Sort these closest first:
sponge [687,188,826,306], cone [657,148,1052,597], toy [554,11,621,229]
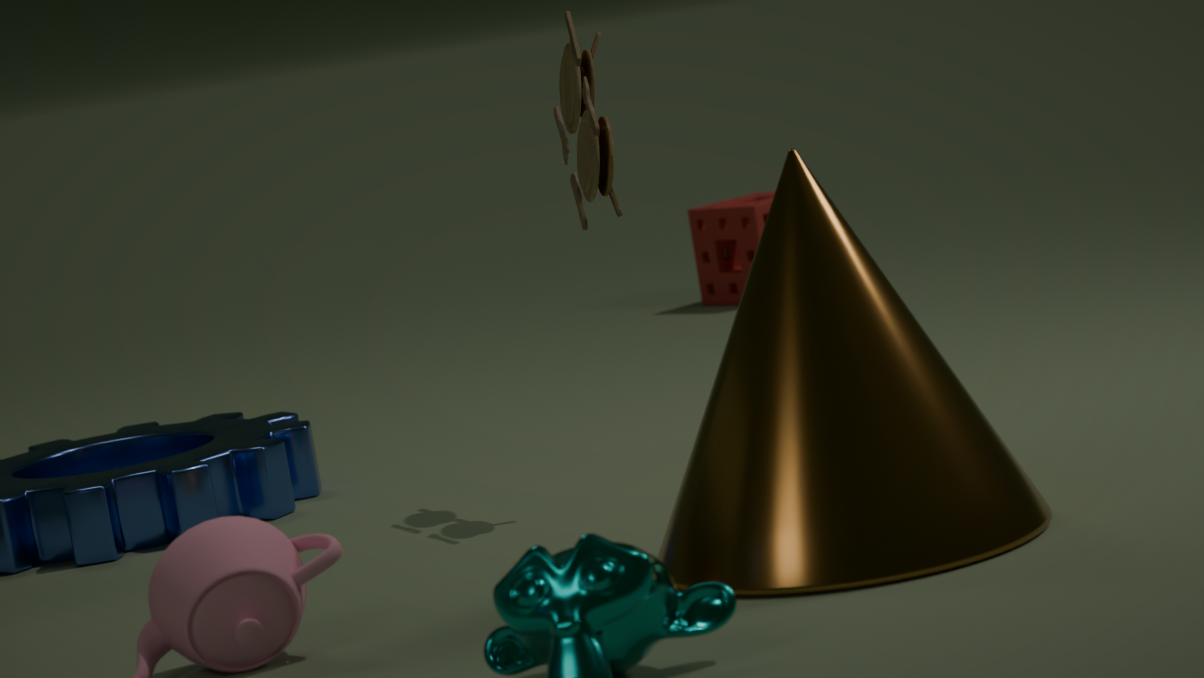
1. cone [657,148,1052,597]
2. toy [554,11,621,229]
3. sponge [687,188,826,306]
